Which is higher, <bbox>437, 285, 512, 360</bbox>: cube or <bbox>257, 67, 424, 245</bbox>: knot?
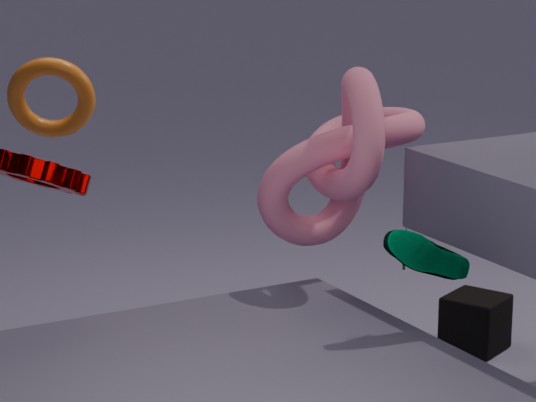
<bbox>257, 67, 424, 245</bbox>: knot
